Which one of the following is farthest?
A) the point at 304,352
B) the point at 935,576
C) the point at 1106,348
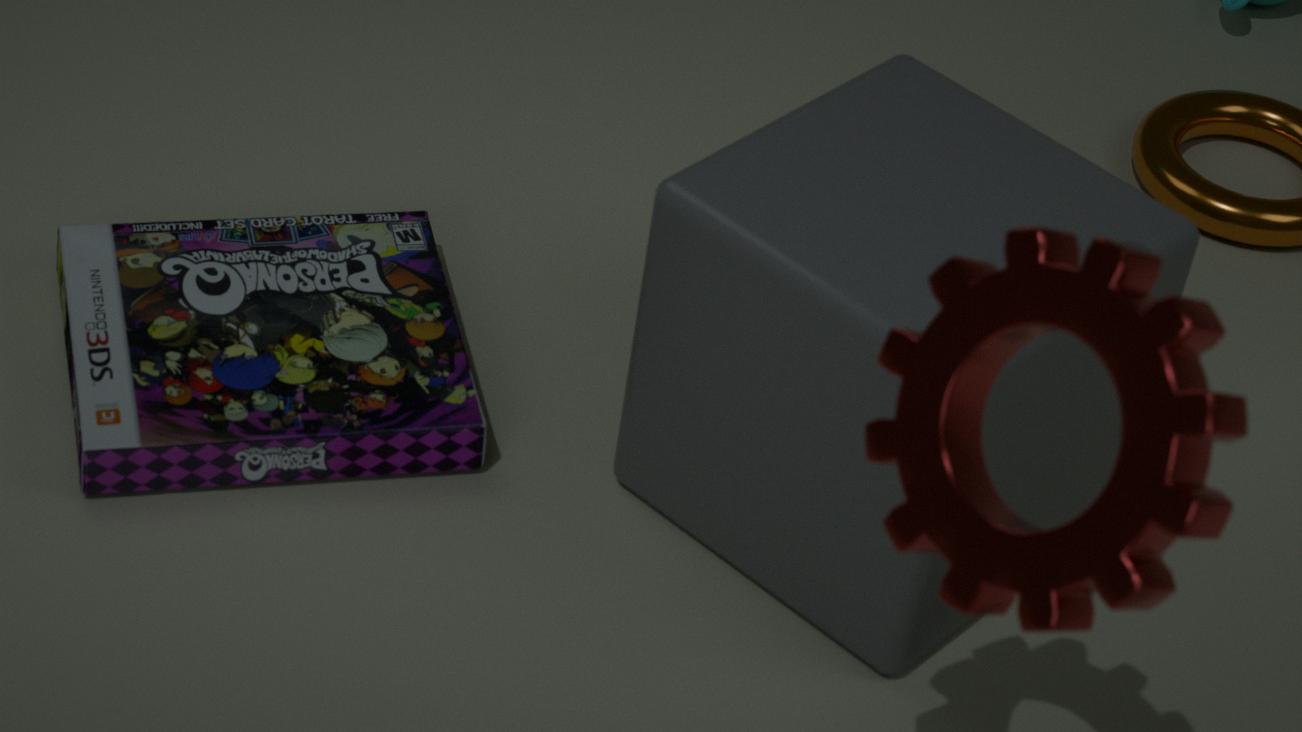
the point at 304,352
